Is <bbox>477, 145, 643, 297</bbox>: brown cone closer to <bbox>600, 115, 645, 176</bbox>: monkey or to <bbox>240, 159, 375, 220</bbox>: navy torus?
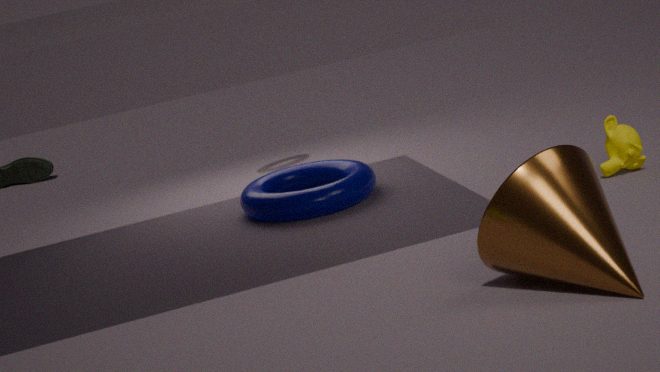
<bbox>600, 115, 645, 176</bbox>: monkey
